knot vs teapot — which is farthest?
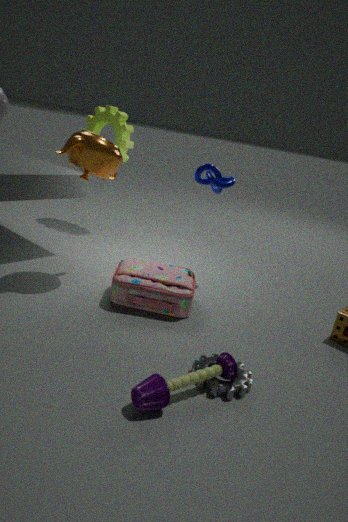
knot
